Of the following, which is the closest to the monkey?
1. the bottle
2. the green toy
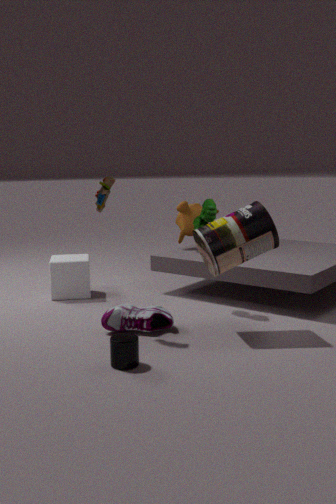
the green toy
